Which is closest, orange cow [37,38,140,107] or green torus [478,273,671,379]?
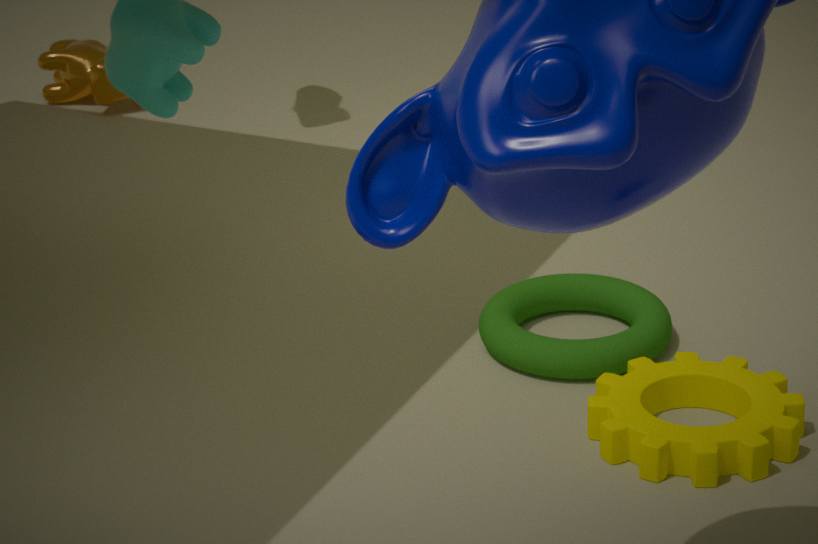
green torus [478,273,671,379]
